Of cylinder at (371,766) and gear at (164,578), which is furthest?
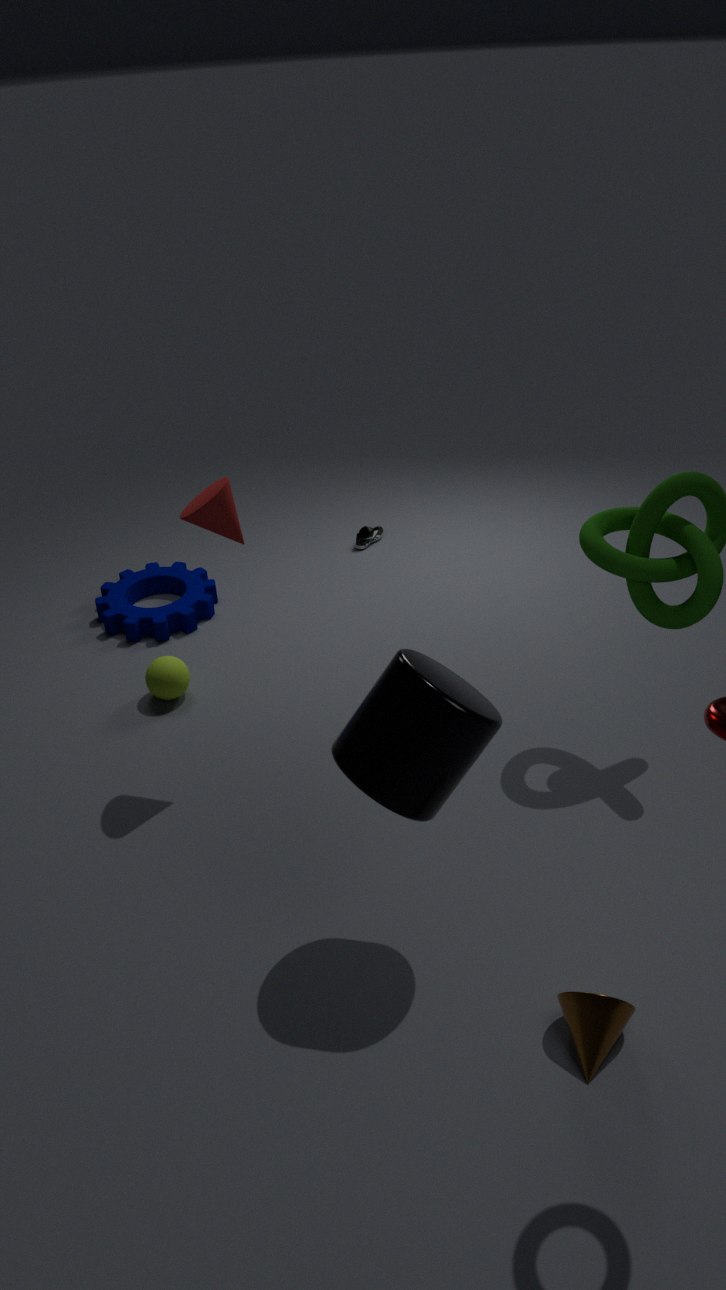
gear at (164,578)
